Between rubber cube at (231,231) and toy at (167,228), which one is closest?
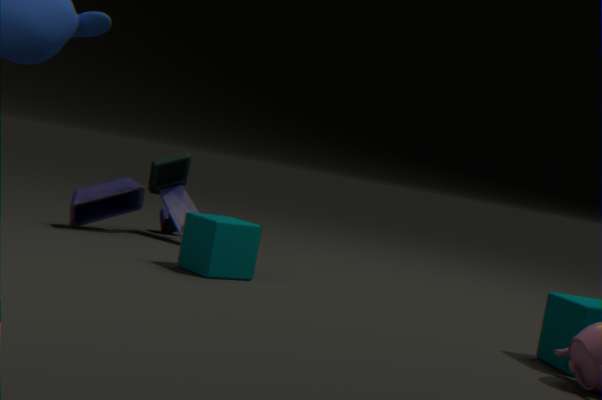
rubber cube at (231,231)
